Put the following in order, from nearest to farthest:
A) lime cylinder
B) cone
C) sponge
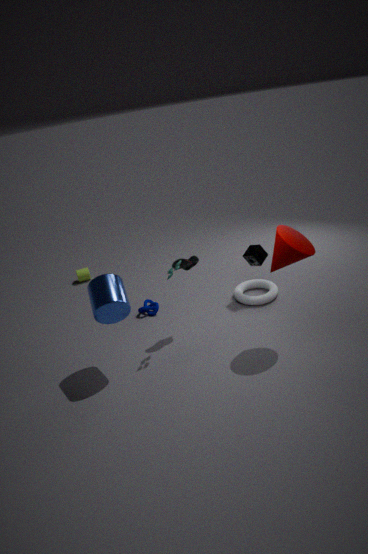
cone, sponge, lime cylinder
